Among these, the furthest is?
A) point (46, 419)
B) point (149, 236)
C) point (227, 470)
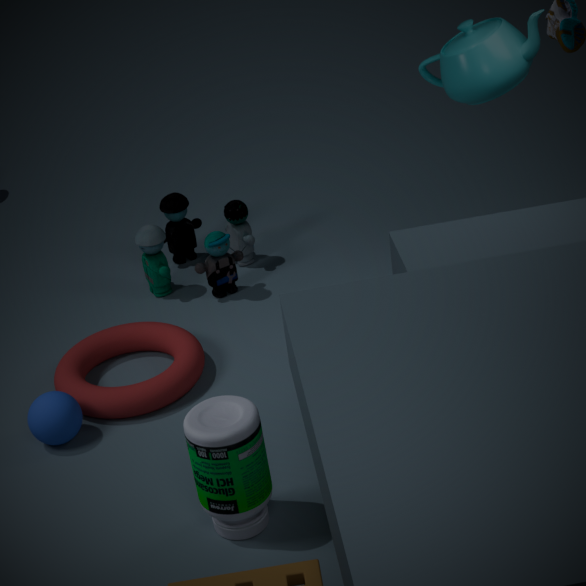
point (149, 236)
